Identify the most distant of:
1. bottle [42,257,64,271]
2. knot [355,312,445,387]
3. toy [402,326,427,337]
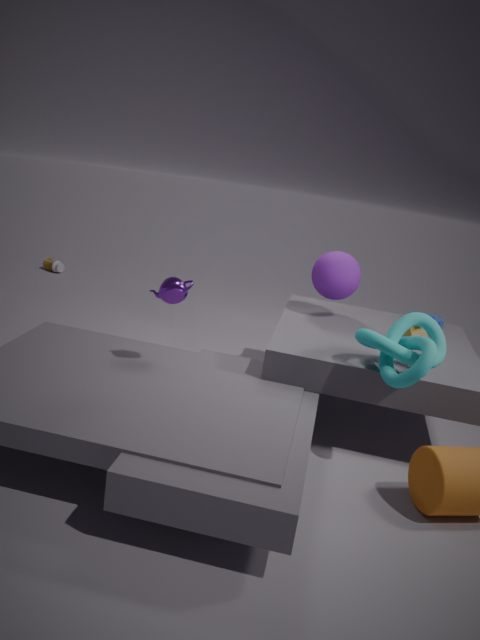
bottle [42,257,64,271]
